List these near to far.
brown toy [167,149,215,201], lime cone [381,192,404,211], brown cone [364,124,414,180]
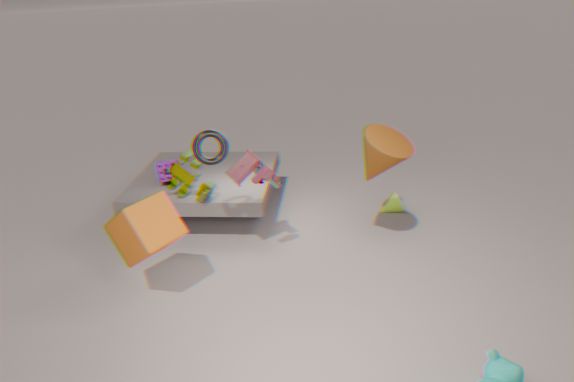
brown cone [364,124,414,180] < brown toy [167,149,215,201] < lime cone [381,192,404,211]
